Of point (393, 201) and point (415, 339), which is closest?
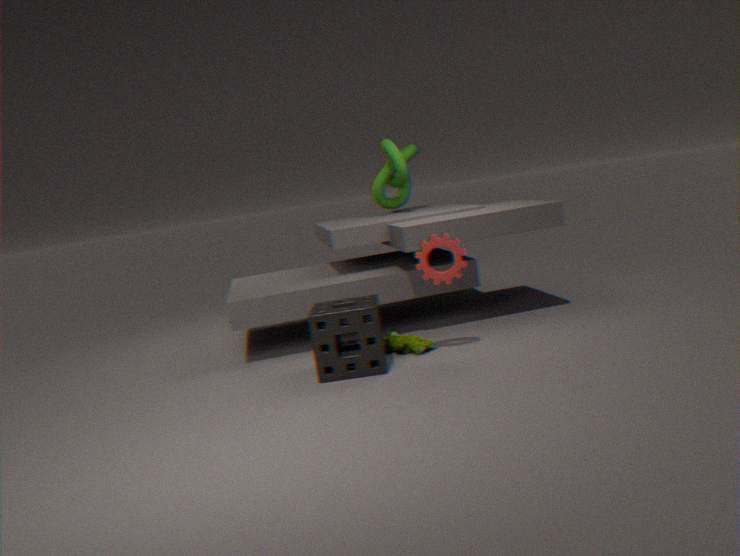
point (415, 339)
